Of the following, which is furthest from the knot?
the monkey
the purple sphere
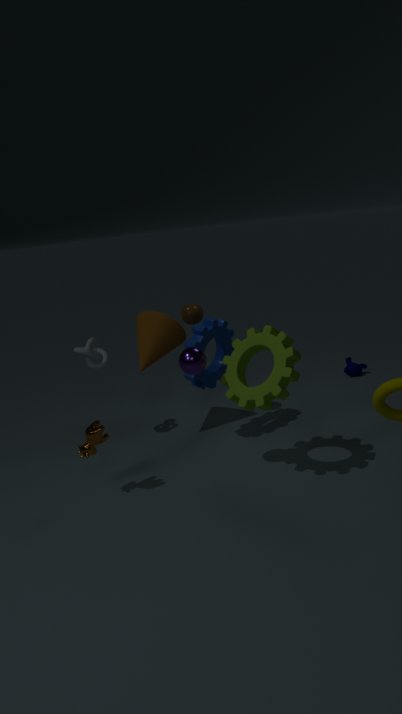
the monkey
